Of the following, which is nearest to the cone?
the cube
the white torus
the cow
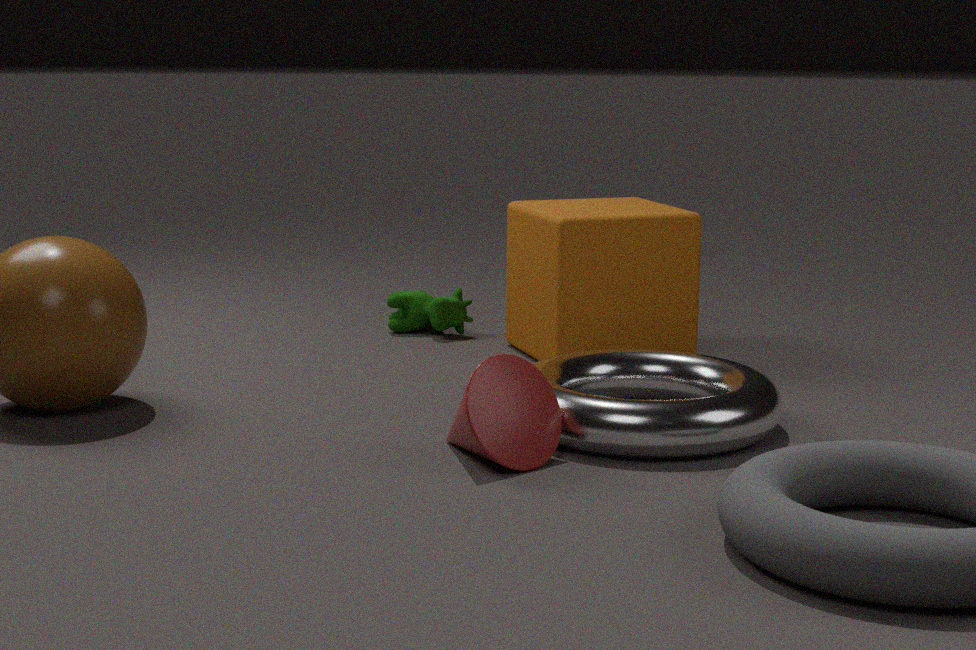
the white torus
